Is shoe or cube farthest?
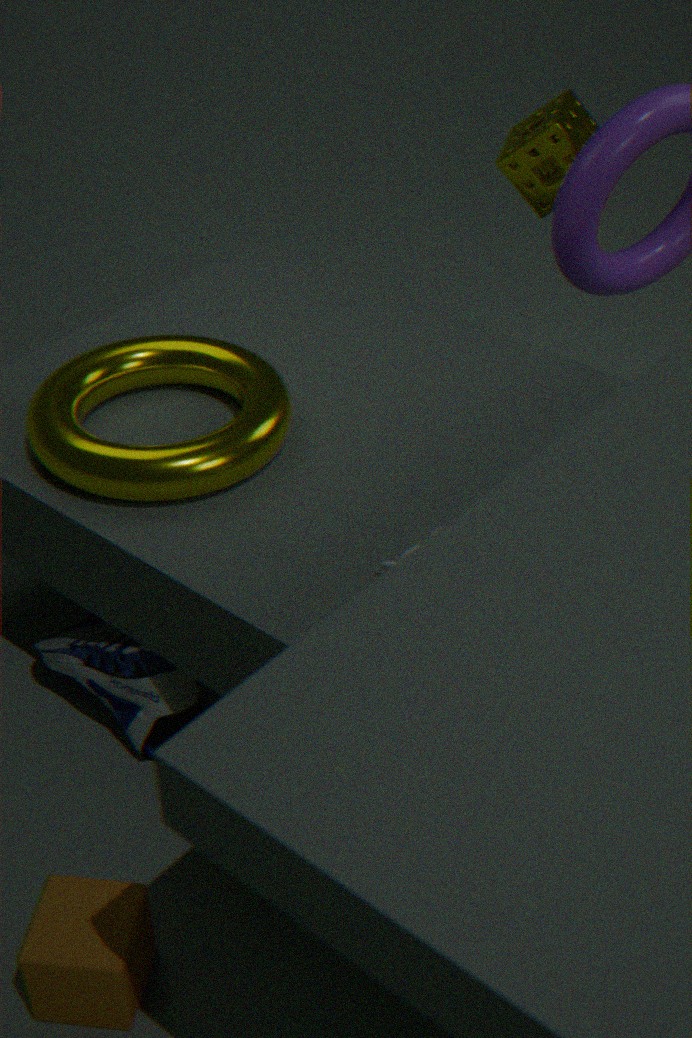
shoe
